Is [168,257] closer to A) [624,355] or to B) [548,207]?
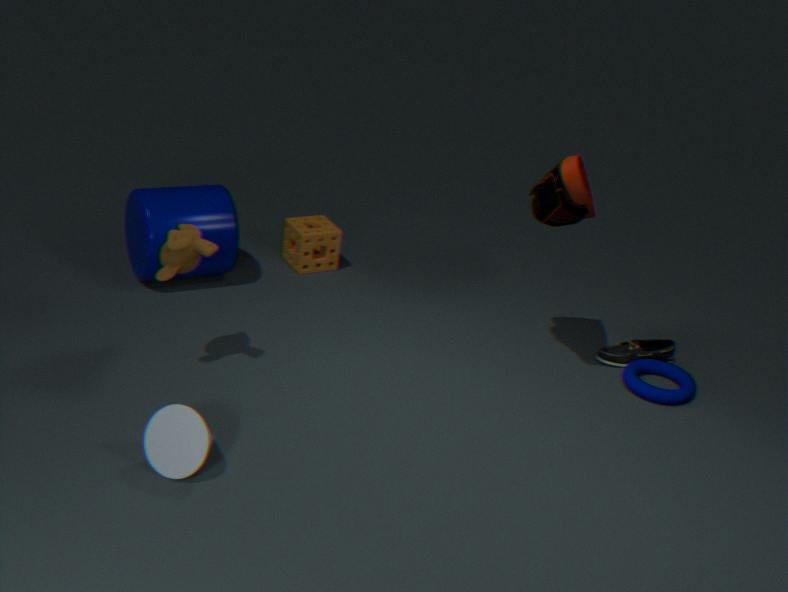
B) [548,207]
